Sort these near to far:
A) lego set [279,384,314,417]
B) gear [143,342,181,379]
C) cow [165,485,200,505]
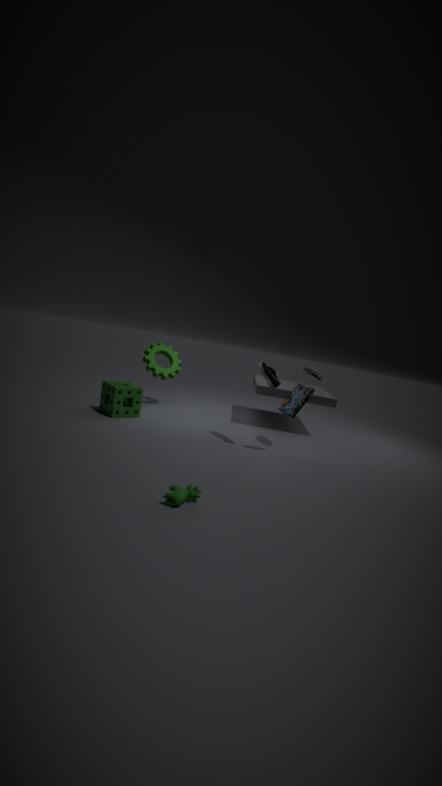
cow [165,485,200,505] → lego set [279,384,314,417] → gear [143,342,181,379]
